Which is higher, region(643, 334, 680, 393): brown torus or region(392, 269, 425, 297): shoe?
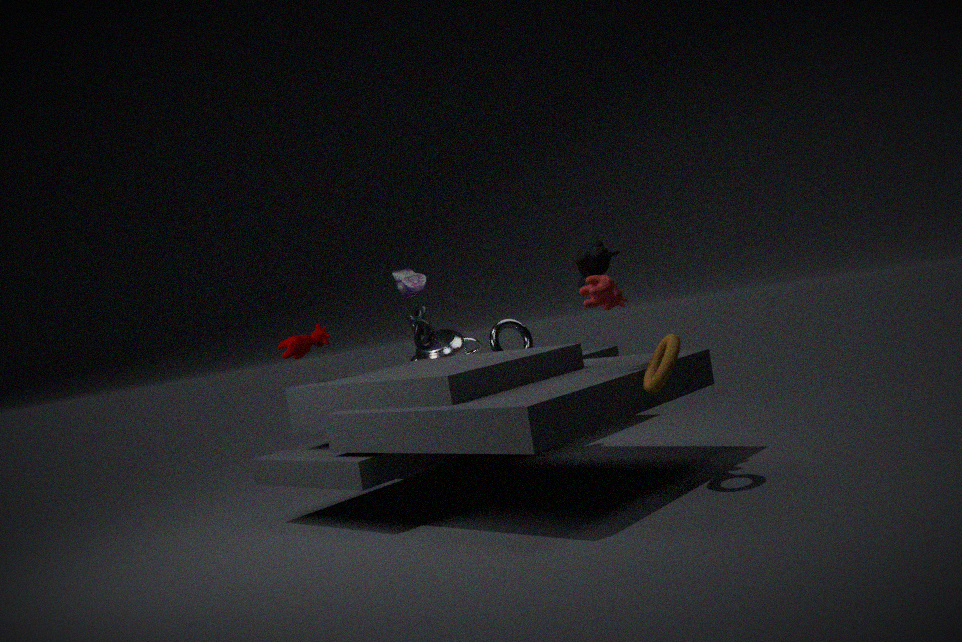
region(392, 269, 425, 297): shoe
